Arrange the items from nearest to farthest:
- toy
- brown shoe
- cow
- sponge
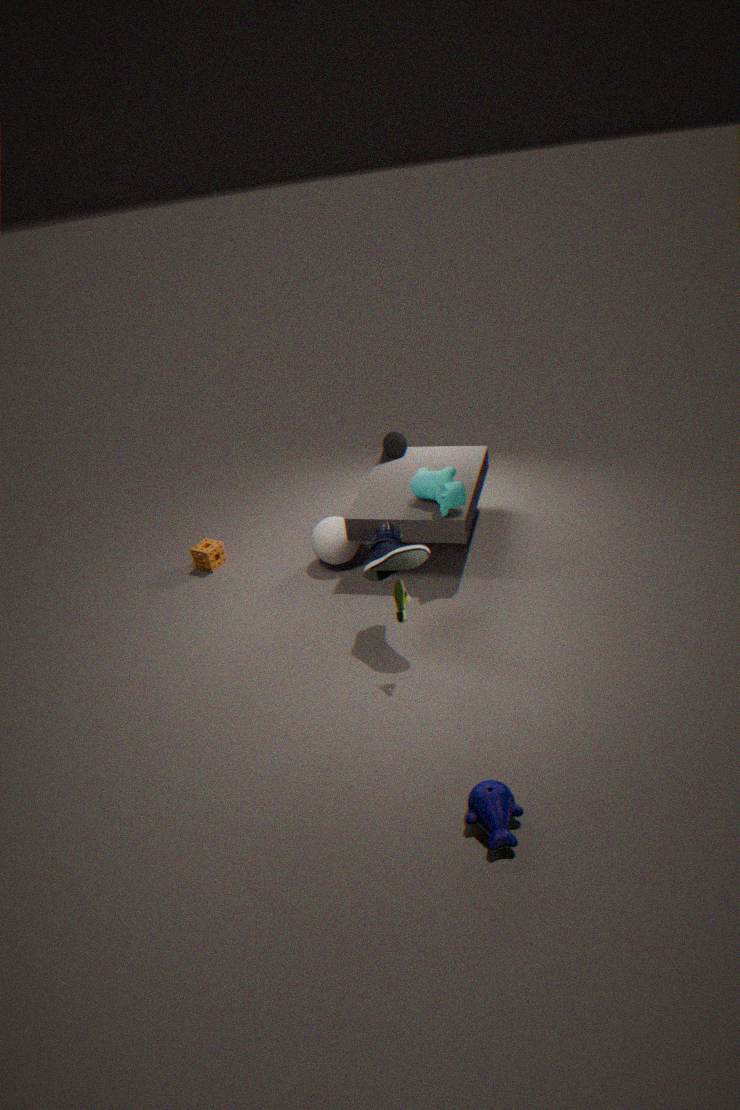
toy
brown shoe
cow
sponge
